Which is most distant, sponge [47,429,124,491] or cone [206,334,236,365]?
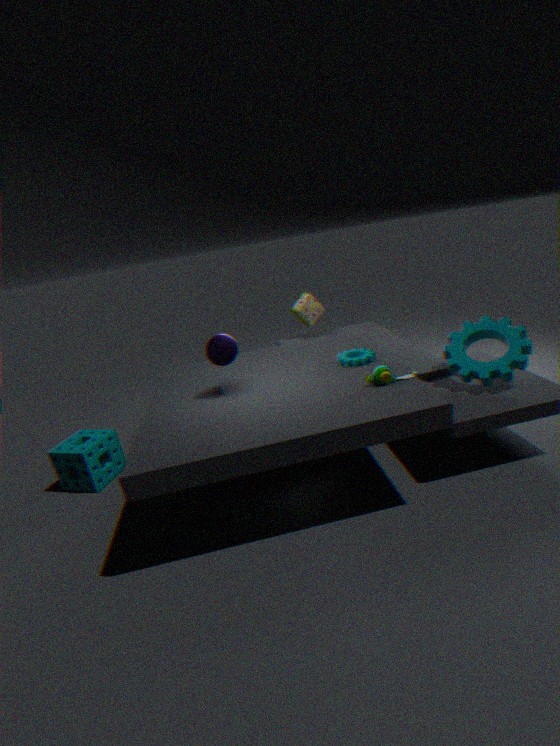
sponge [47,429,124,491]
